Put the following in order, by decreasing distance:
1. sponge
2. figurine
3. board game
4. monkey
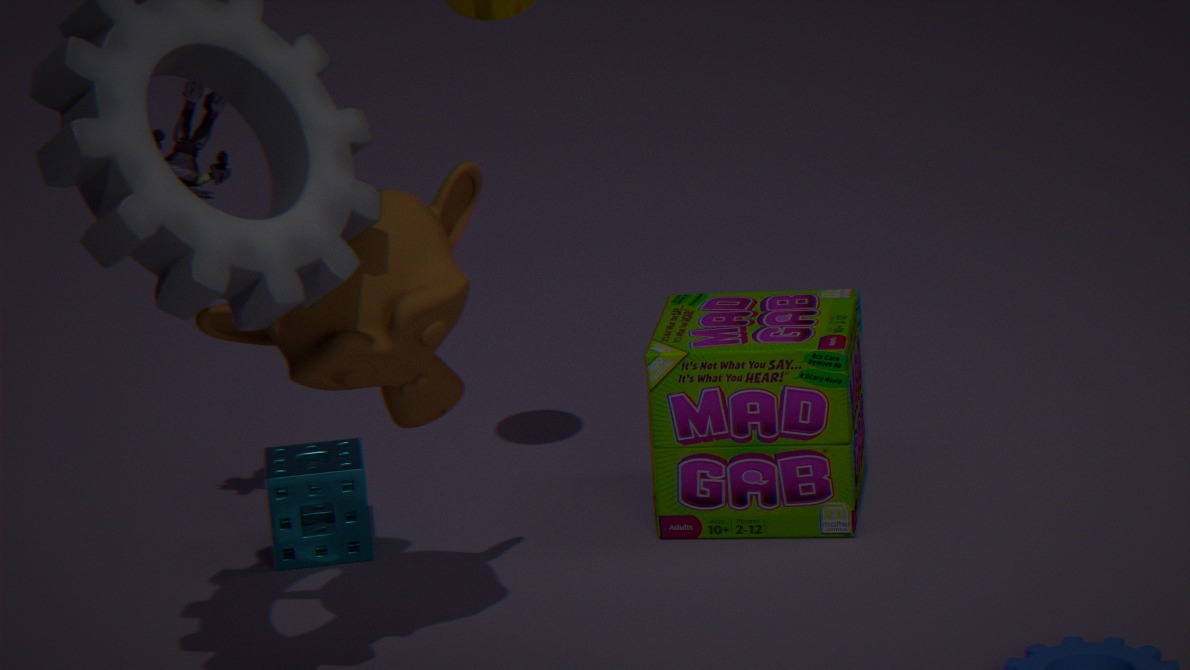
sponge → board game → figurine → monkey
